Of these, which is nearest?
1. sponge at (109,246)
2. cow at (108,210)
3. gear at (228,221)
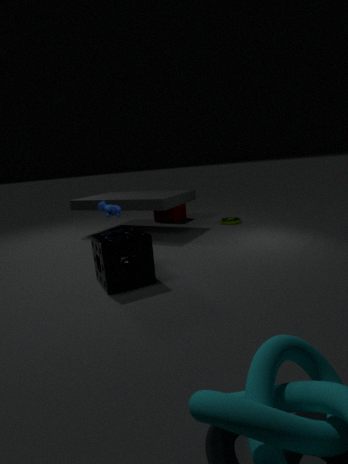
sponge at (109,246)
